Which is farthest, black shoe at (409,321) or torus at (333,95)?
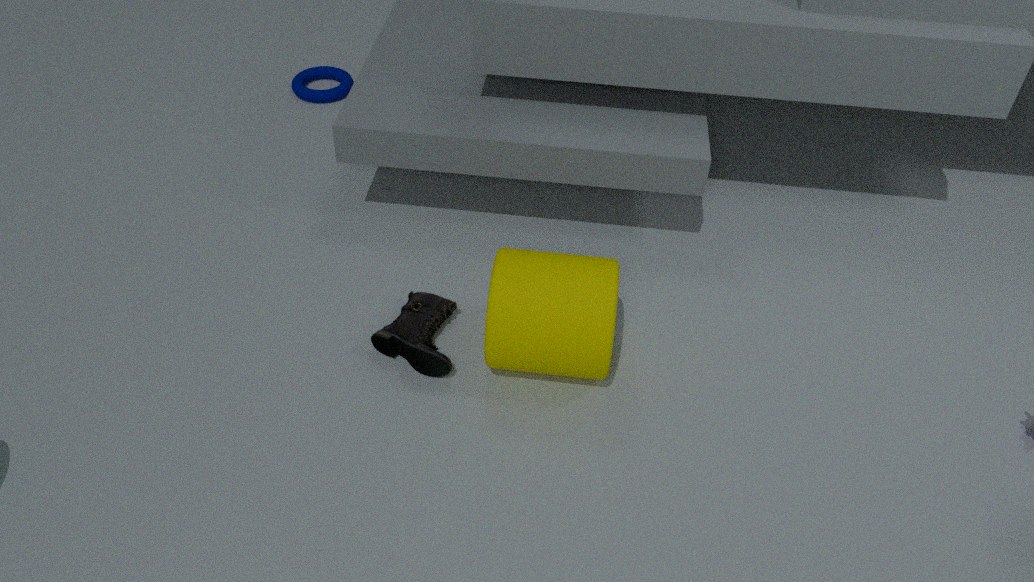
torus at (333,95)
